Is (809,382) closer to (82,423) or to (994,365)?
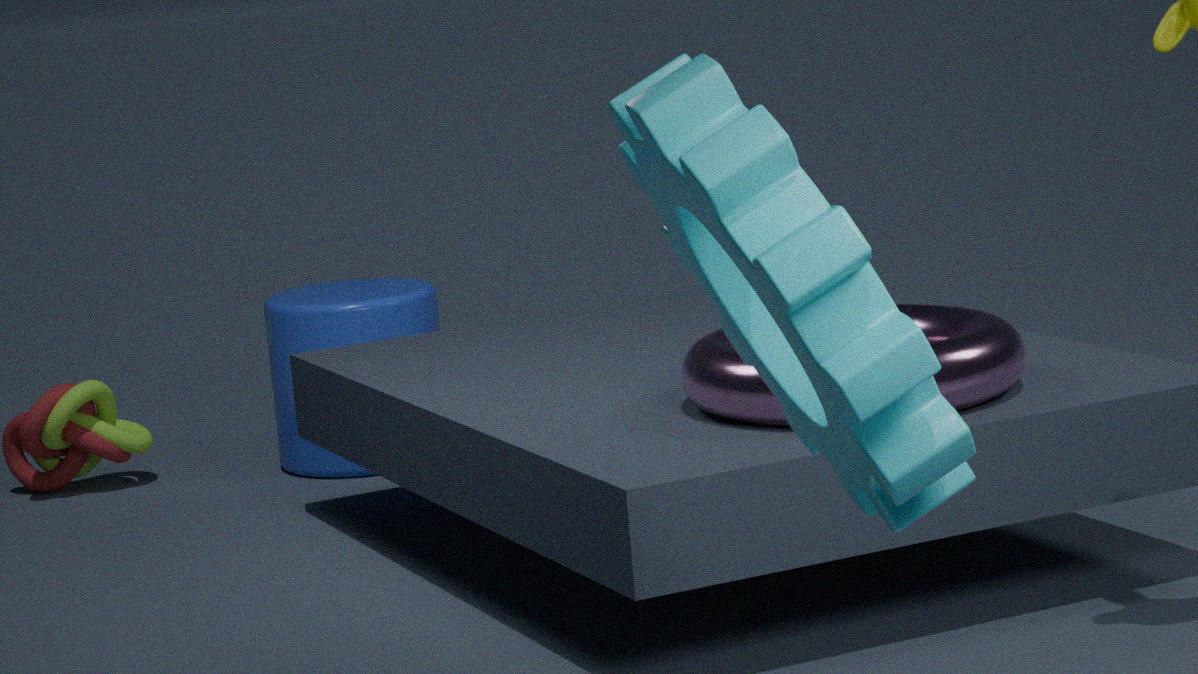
(994,365)
